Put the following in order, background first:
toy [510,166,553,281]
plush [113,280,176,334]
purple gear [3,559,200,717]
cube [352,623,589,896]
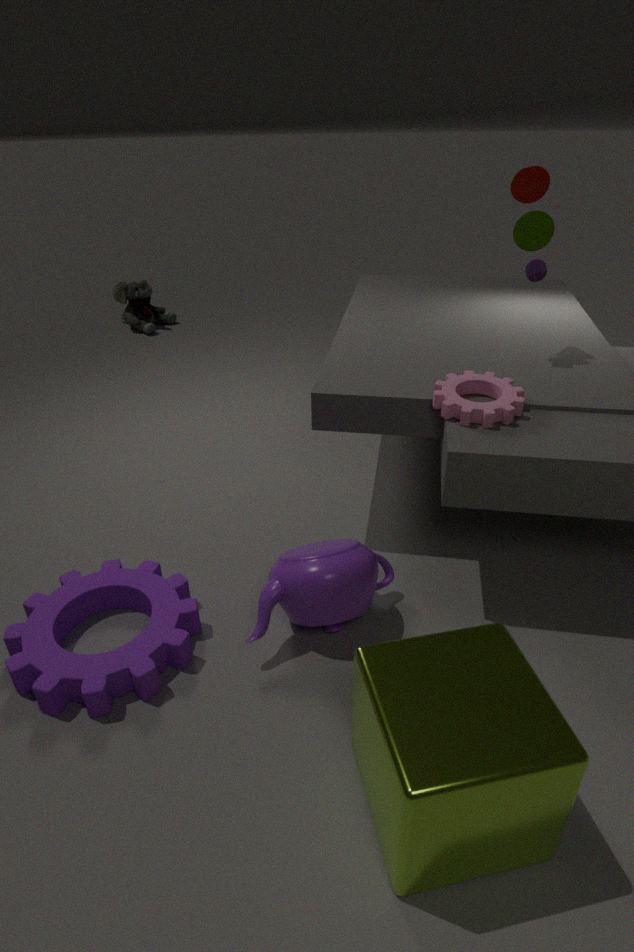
plush [113,280,176,334] → toy [510,166,553,281] → purple gear [3,559,200,717] → cube [352,623,589,896]
